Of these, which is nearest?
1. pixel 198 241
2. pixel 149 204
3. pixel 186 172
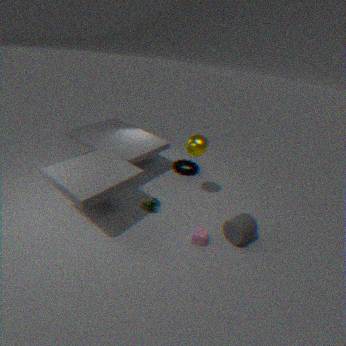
pixel 198 241
